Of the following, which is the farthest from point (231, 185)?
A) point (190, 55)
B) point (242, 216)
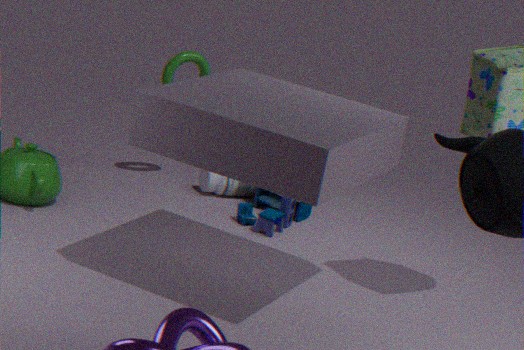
point (190, 55)
